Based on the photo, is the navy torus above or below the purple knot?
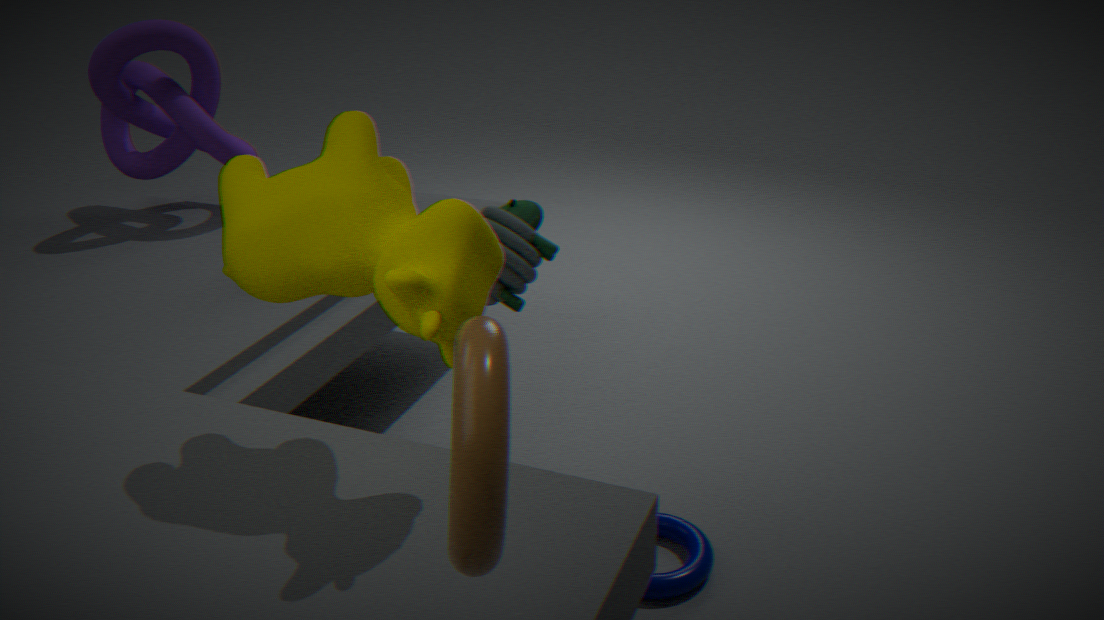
below
